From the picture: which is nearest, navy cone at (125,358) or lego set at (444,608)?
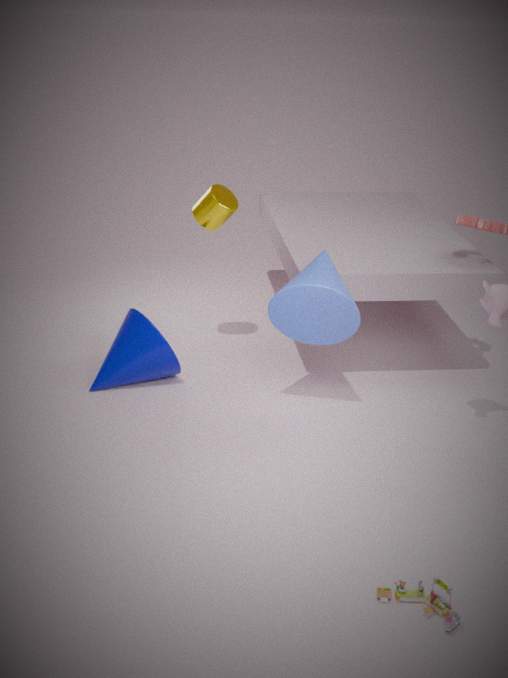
lego set at (444,608)
